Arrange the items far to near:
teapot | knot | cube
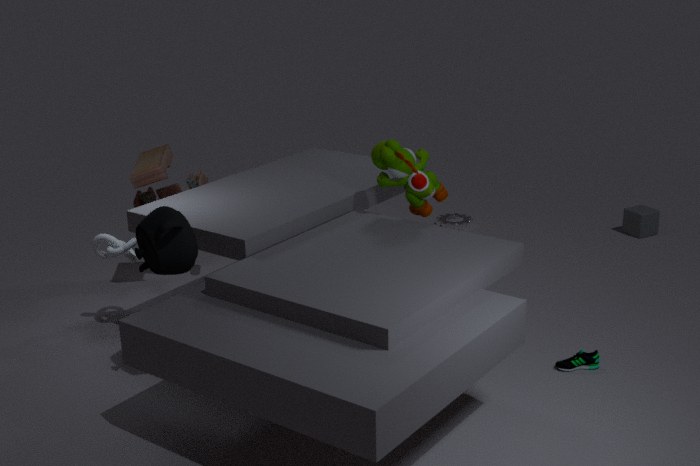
1. cube
2. knot
3. teapot
